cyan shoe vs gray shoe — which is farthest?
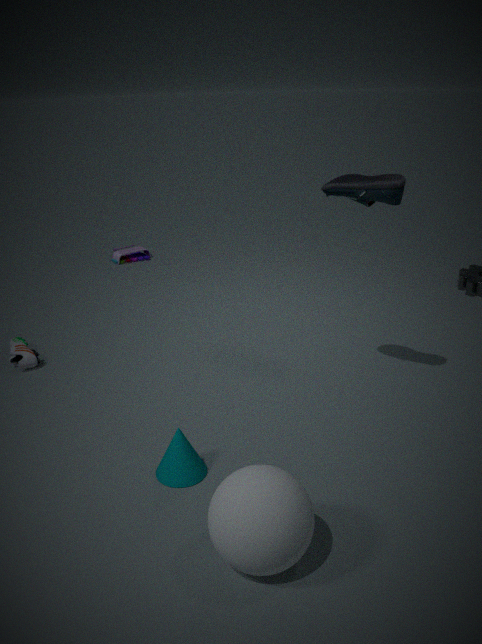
gray shoe
